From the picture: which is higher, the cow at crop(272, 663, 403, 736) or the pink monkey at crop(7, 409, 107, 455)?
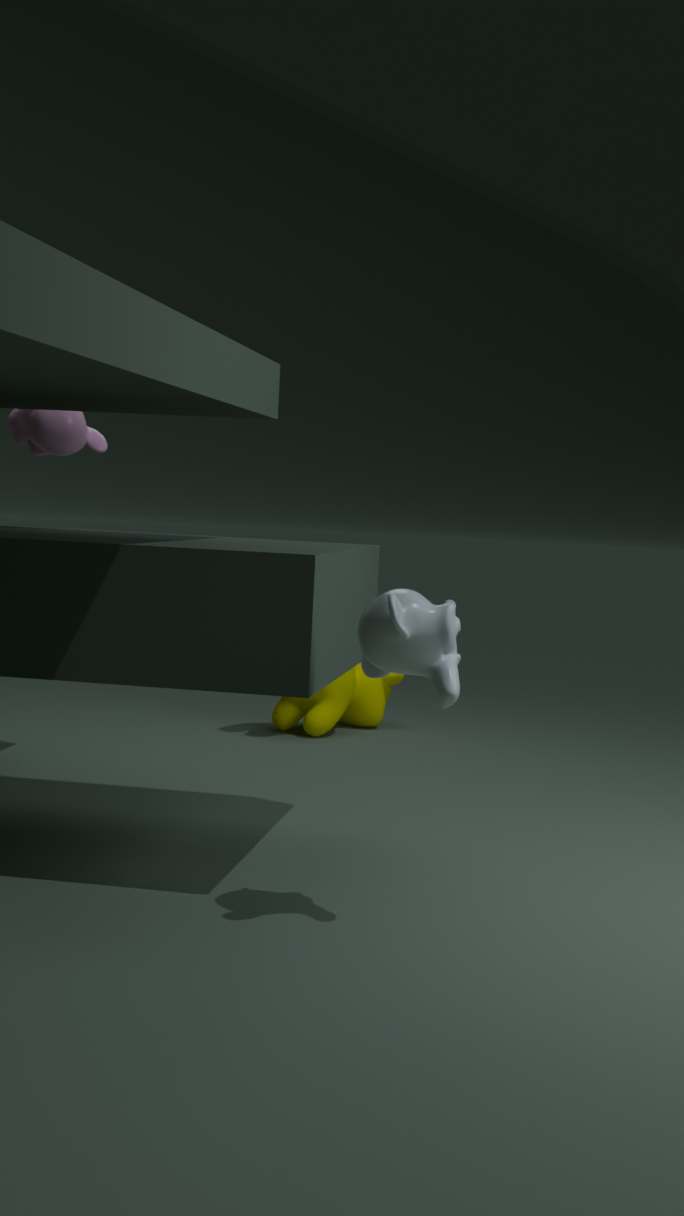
the pink monkey at crop(7, 409, 107, 455)
